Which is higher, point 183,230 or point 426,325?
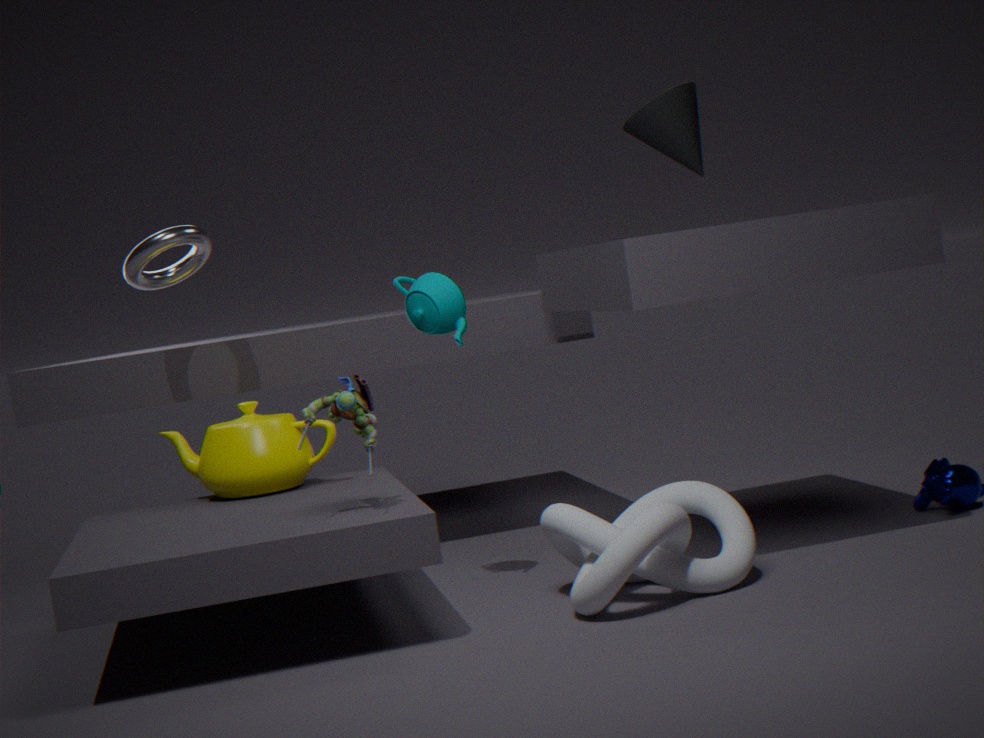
point 183,230
